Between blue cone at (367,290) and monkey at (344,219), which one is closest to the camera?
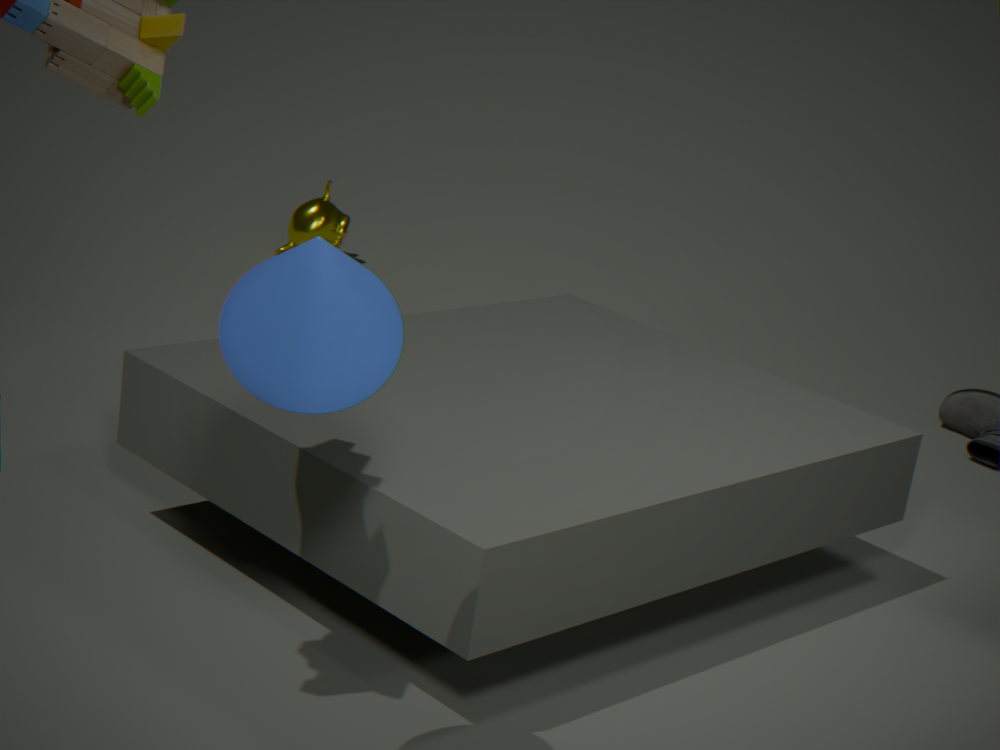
blue cone at (367,290)
